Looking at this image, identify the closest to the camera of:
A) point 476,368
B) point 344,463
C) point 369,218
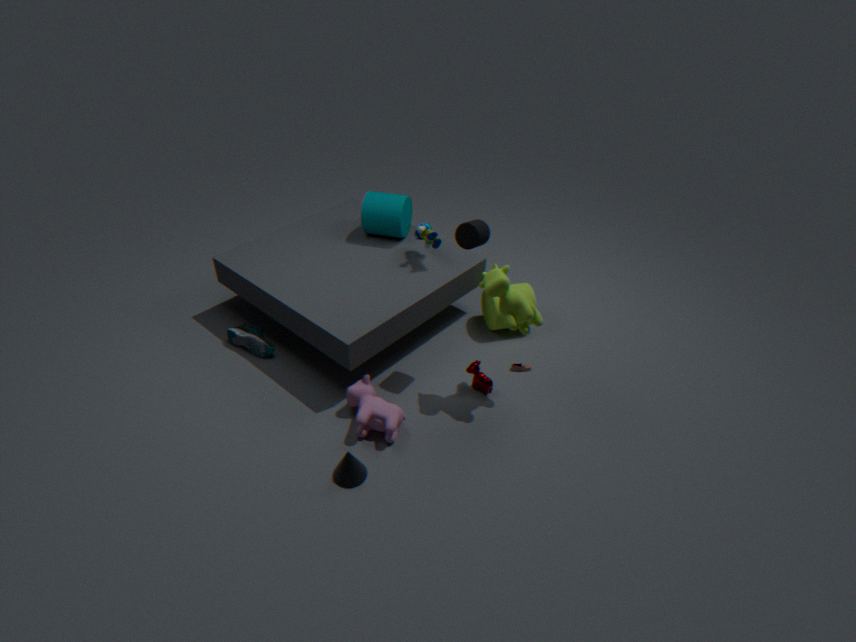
B. point 344,463
